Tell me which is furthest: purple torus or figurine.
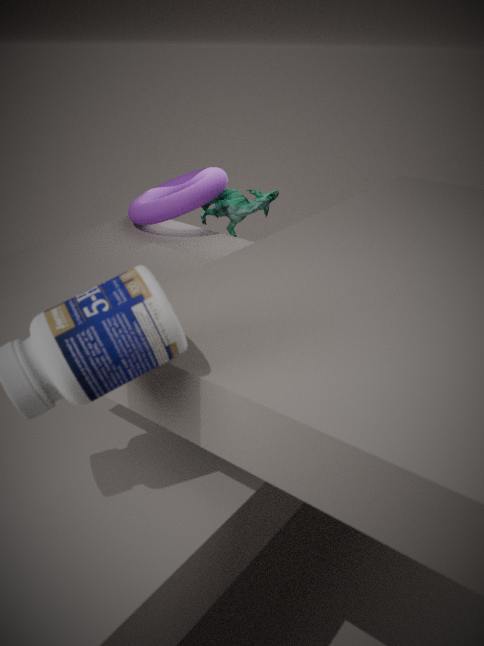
figurine
